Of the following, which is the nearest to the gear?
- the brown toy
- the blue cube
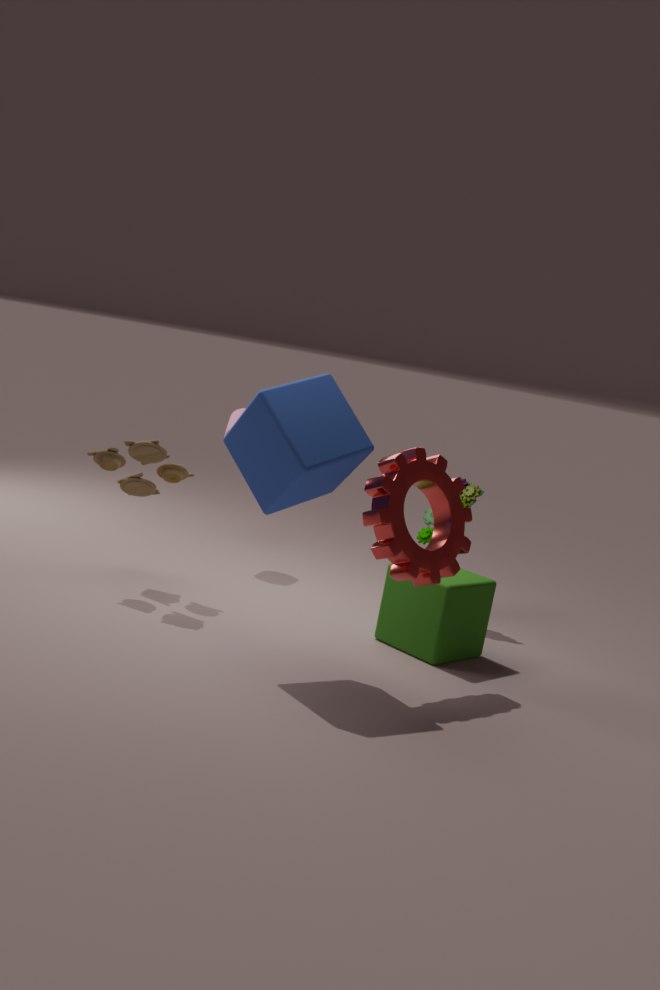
the blue cube
